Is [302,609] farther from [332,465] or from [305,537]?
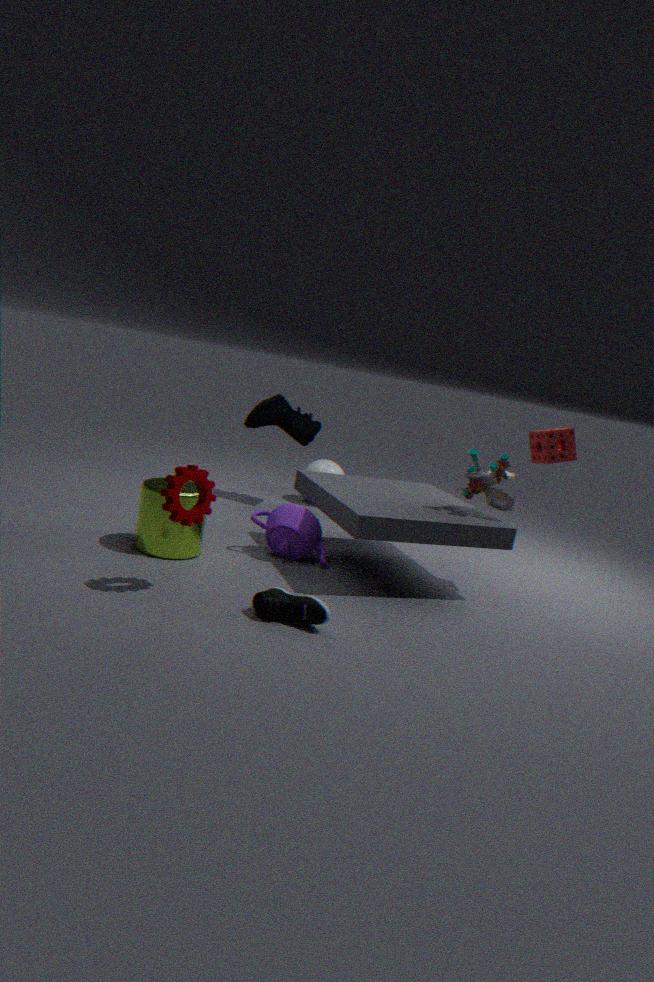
[332,465]
